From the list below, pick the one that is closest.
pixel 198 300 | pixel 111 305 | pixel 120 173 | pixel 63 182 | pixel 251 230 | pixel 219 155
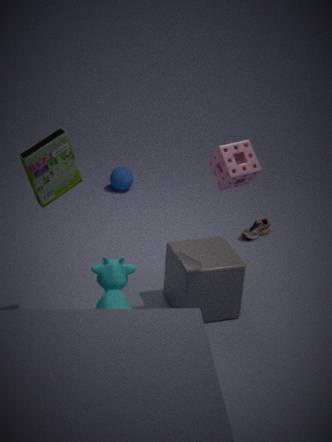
pixel 219 155
